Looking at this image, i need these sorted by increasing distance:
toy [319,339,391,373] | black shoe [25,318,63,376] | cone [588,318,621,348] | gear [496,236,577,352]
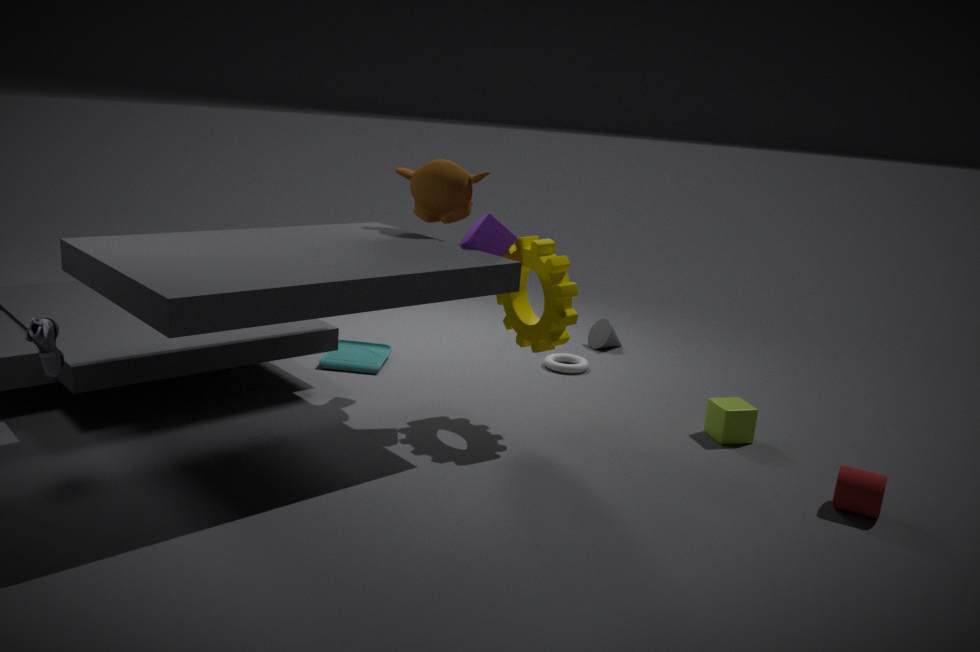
black shoe [25,318,63,376] < gear [496,236,577,352] < toy [319,339,391,373] < cone [588,318,621,348]
